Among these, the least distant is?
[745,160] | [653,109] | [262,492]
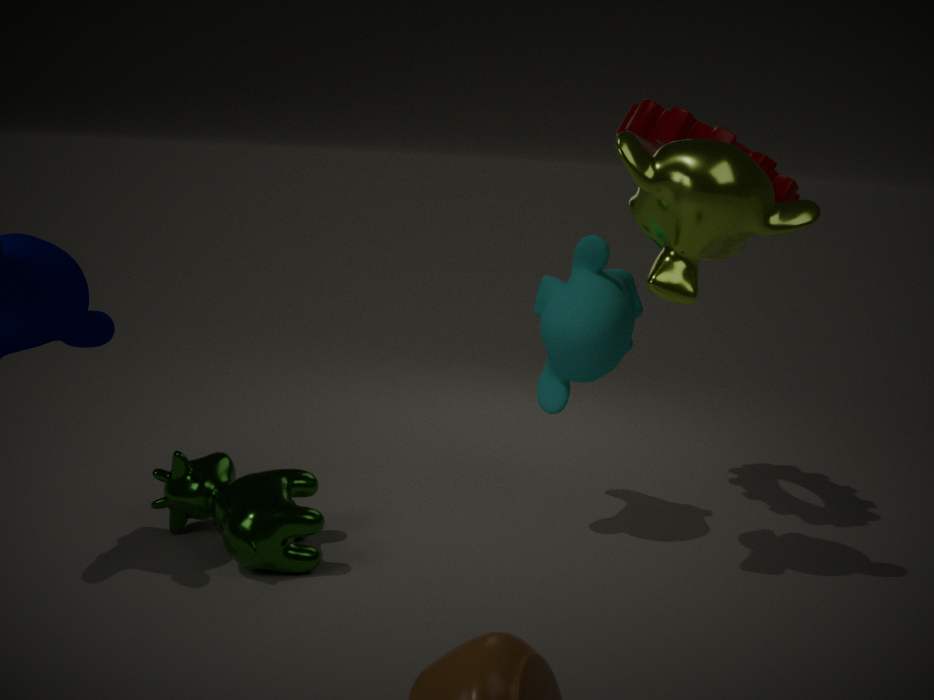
[745,160]
